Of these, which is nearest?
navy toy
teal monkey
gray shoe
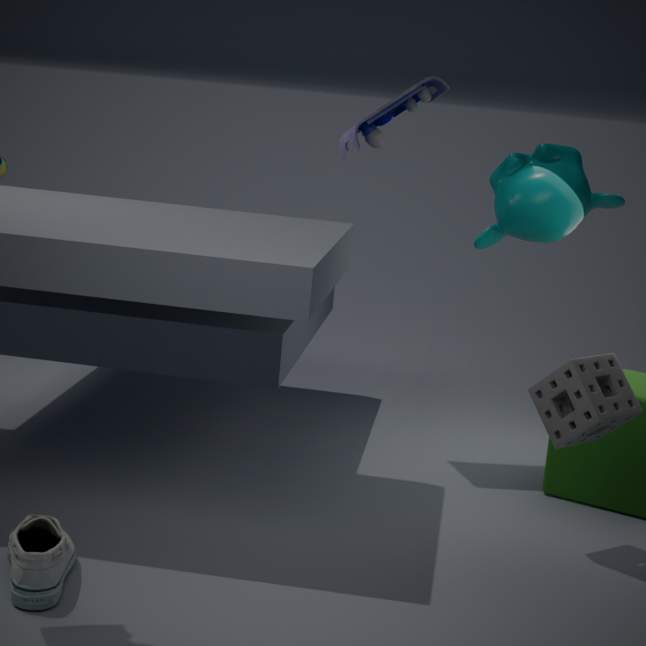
gray shoe
